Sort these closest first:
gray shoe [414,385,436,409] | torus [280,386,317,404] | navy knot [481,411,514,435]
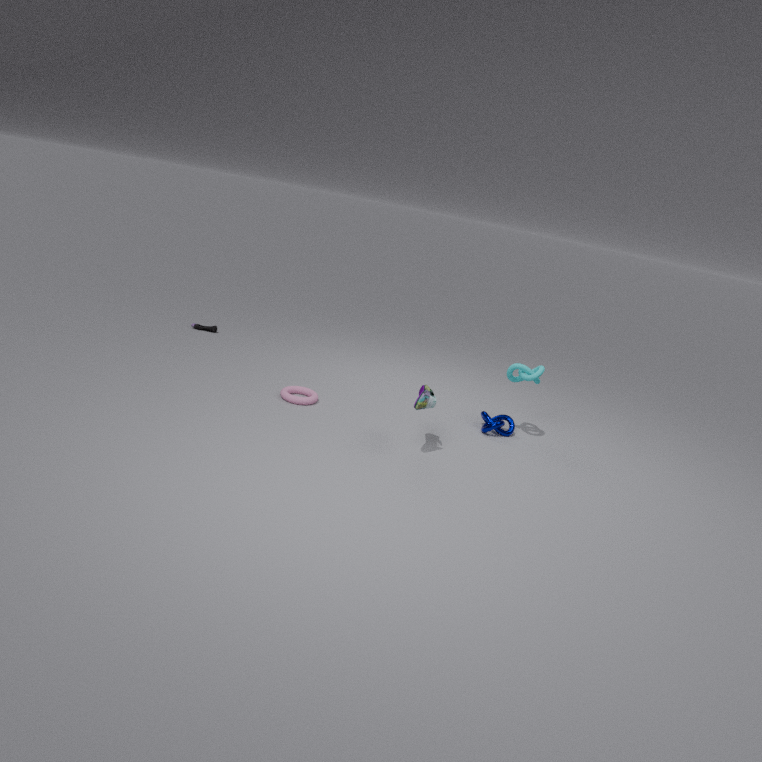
gray shoe [414,385,436,409]
torus [280,386,317,404]
navy knot [481,411,514,435]
